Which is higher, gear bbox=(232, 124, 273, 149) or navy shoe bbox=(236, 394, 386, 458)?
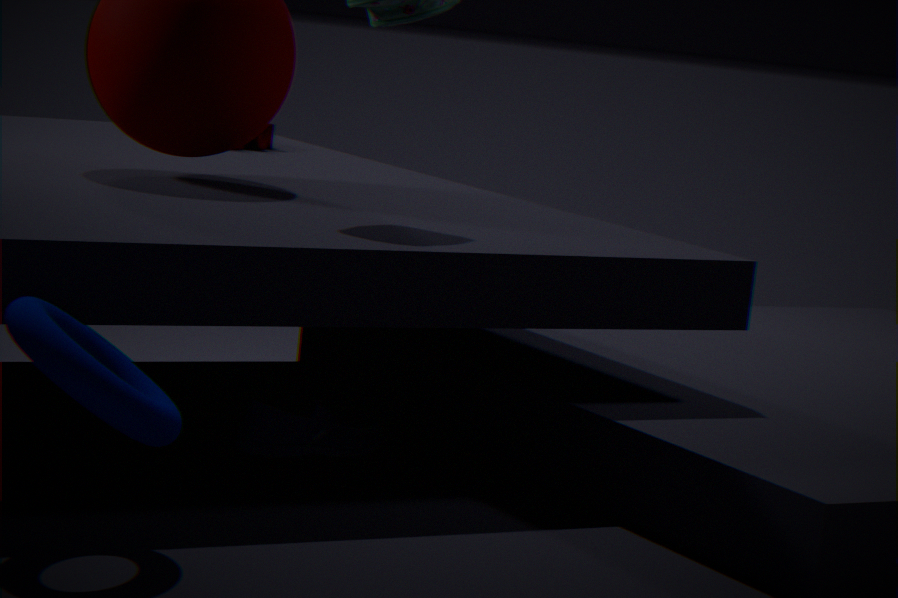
gear bbox=(232, 124, 273, 149)
